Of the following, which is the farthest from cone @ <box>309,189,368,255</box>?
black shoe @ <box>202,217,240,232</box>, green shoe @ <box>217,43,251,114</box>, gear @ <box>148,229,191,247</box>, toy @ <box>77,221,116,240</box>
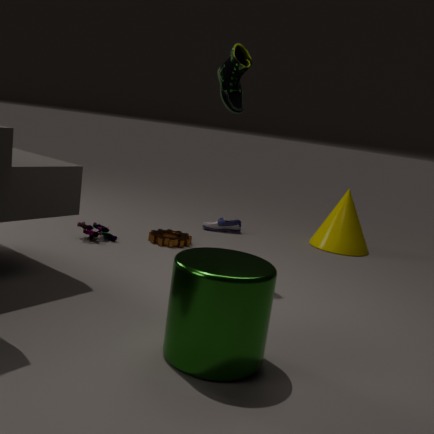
toy @ <box>77,221,116,240</box>
